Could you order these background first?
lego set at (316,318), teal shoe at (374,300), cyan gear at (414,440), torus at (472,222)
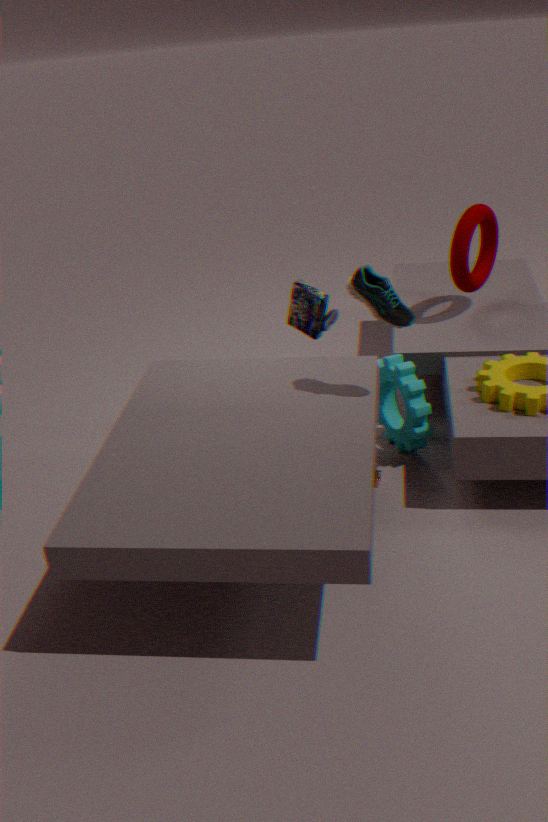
1. torus at (472,222)
2. lego set at (316,318)
3. cyan gear at (414,440)
4. teal shoe at (374,300)
